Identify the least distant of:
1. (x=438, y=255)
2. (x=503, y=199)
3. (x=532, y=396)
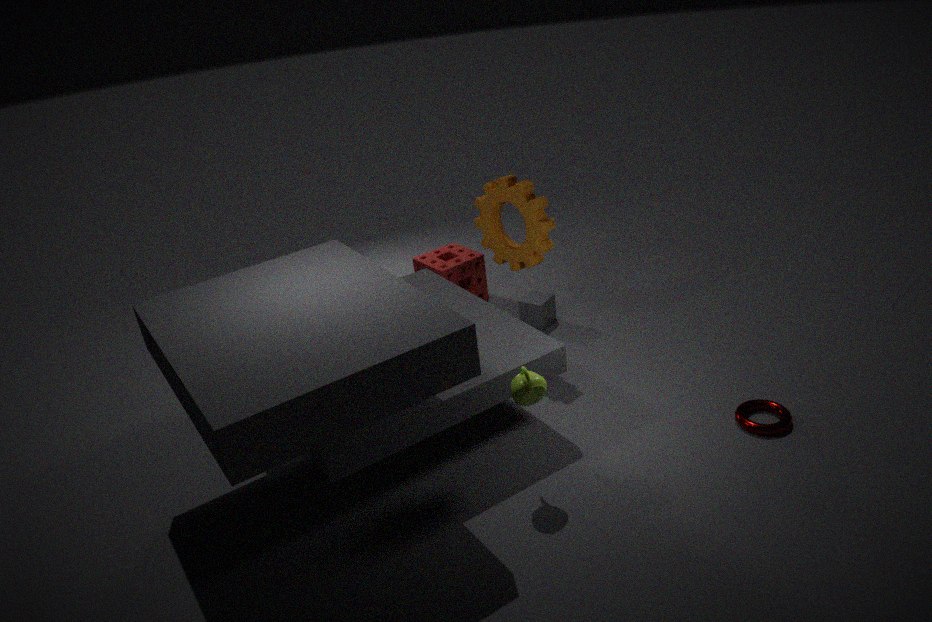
(x=532, y=396)
